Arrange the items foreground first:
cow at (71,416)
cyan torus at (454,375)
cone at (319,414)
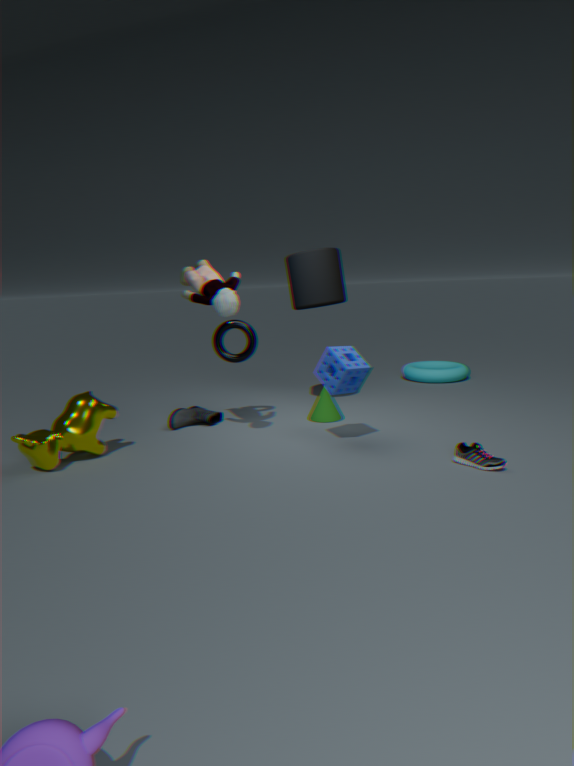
cow at (71,416) → cone at (319,414) → cyan torus at (454,375)
